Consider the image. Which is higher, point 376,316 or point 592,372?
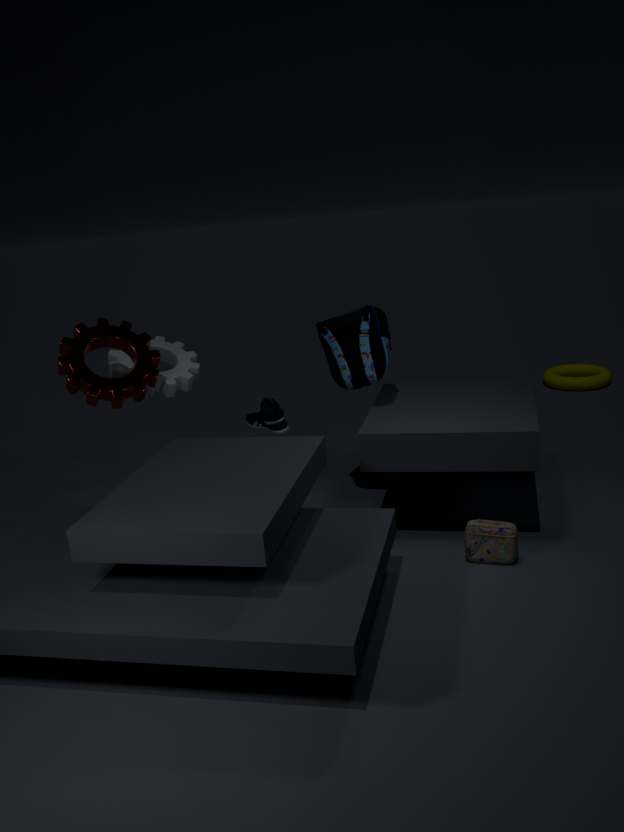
point 376,316
